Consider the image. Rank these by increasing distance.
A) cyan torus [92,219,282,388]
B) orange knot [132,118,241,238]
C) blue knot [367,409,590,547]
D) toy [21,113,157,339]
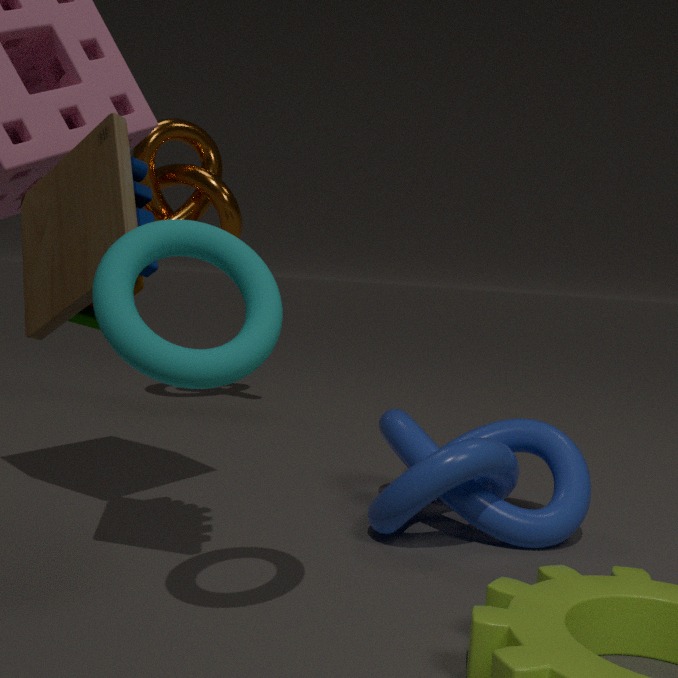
cyan torus [92,219,282,388]
toy [21,113,157,339]
blue knot [367,409,590,547]
orange knot [132,118,241,238]
